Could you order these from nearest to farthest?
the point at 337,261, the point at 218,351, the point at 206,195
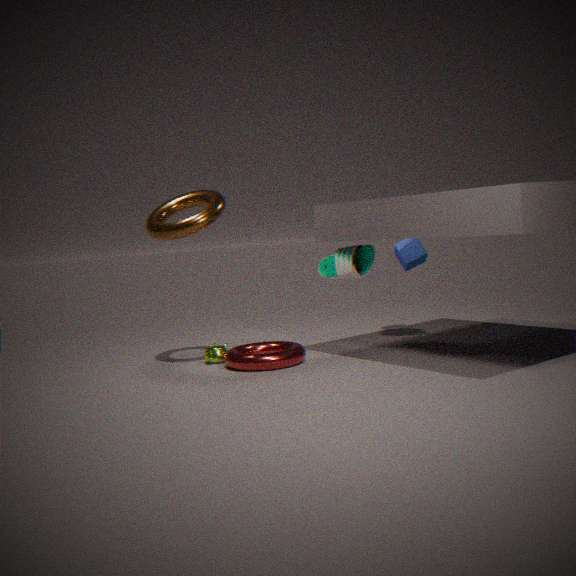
the point at 337,261
the point at 206,195
the point at 218,351
